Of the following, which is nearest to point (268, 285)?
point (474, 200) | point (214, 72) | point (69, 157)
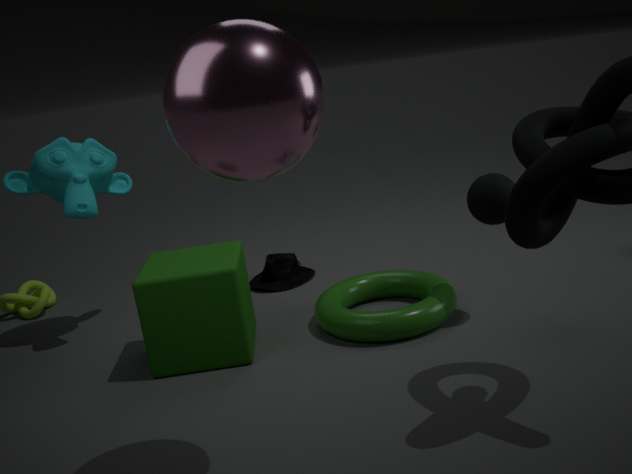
point (69, 157)
